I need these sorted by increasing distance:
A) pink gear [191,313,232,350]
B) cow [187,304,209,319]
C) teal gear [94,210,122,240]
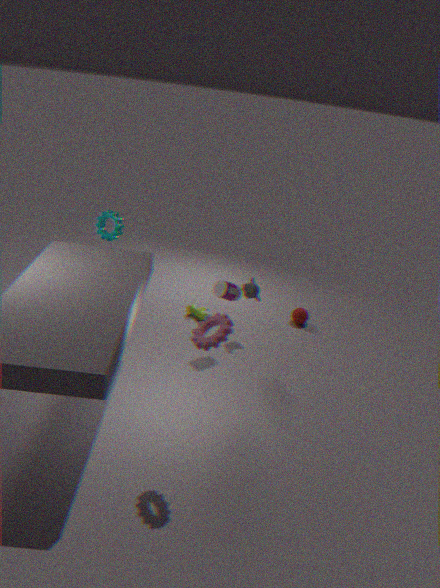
pink gear [191,313,232,350] → teal gear [94,210,122,240] → cow [187,304,209,319]
